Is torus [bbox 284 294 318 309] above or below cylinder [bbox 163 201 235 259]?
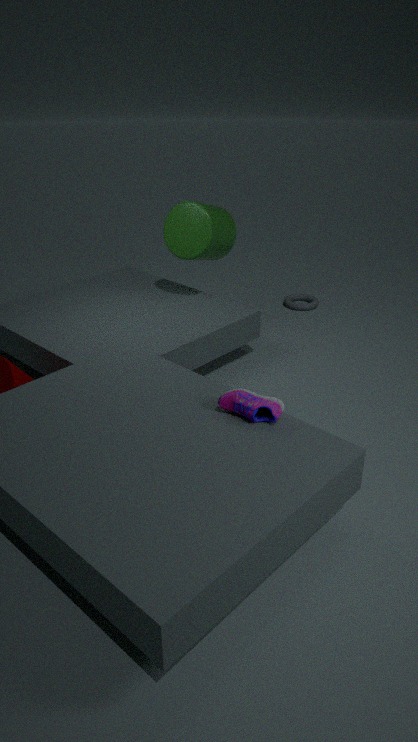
below
